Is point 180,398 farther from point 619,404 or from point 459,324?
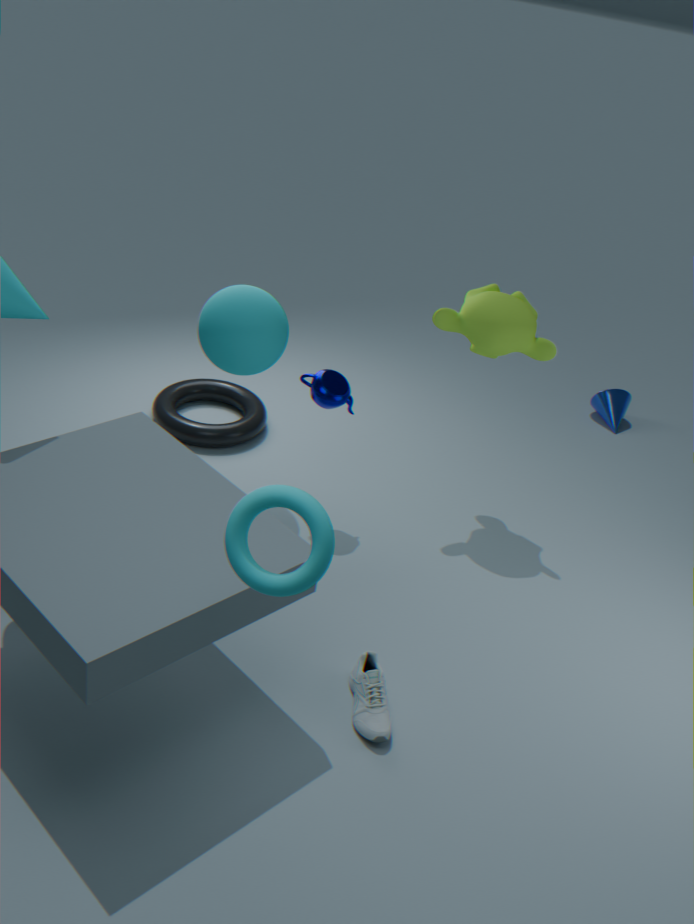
point 619,404
